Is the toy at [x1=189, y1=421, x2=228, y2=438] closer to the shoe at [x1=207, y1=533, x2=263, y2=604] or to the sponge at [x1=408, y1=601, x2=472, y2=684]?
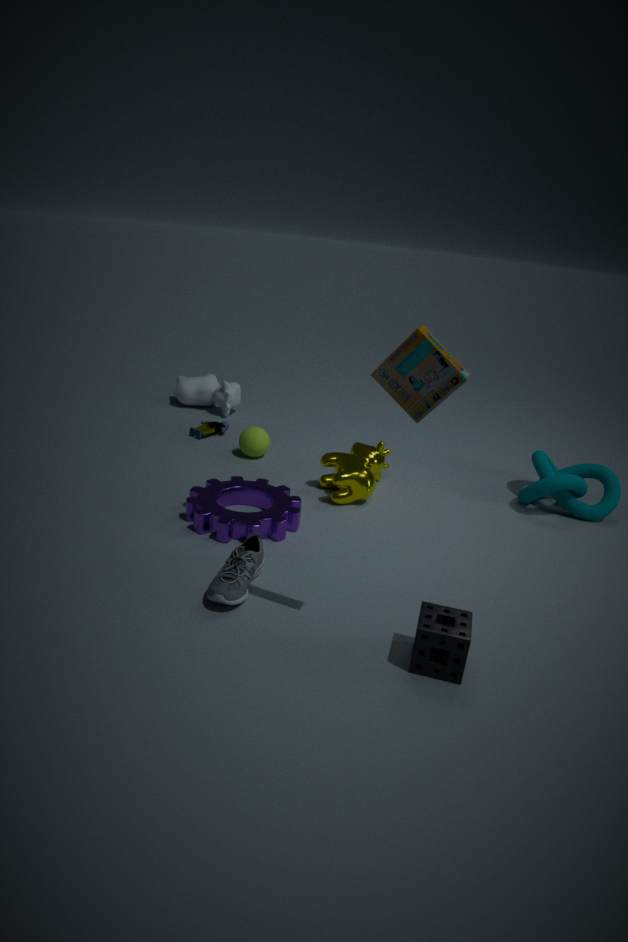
the shoe at [x1=207, y1=533, x2=263, y2=604]
